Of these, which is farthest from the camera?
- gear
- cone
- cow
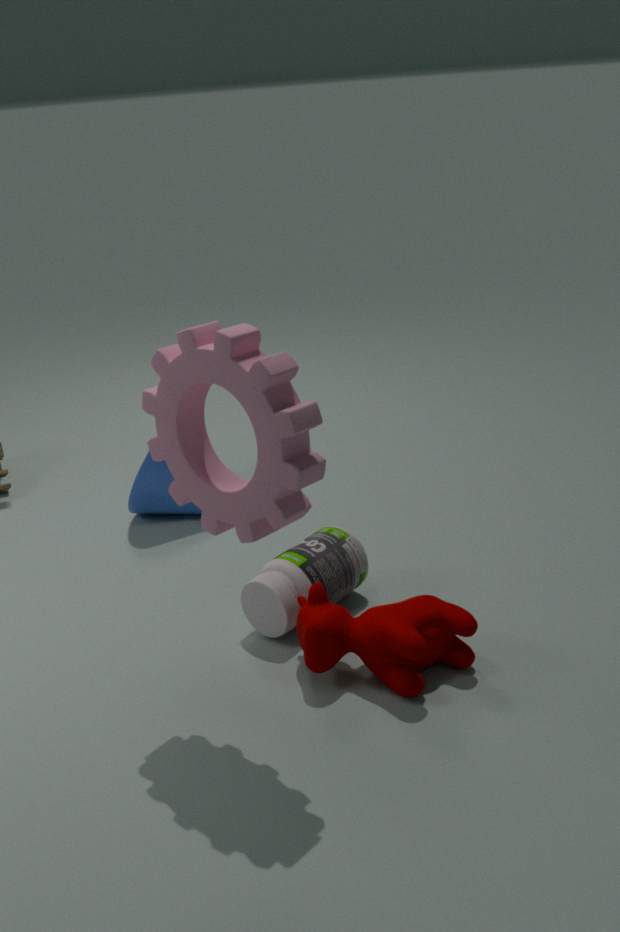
cone
